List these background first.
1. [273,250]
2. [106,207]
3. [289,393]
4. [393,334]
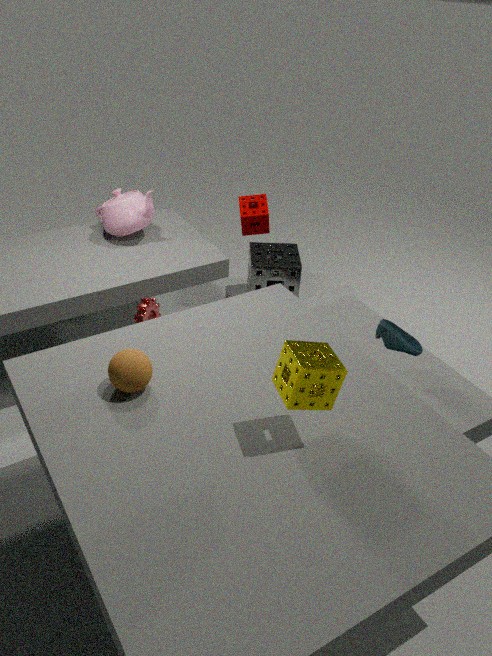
[273,250] < [106,207] < [393,334] < [289,393]
